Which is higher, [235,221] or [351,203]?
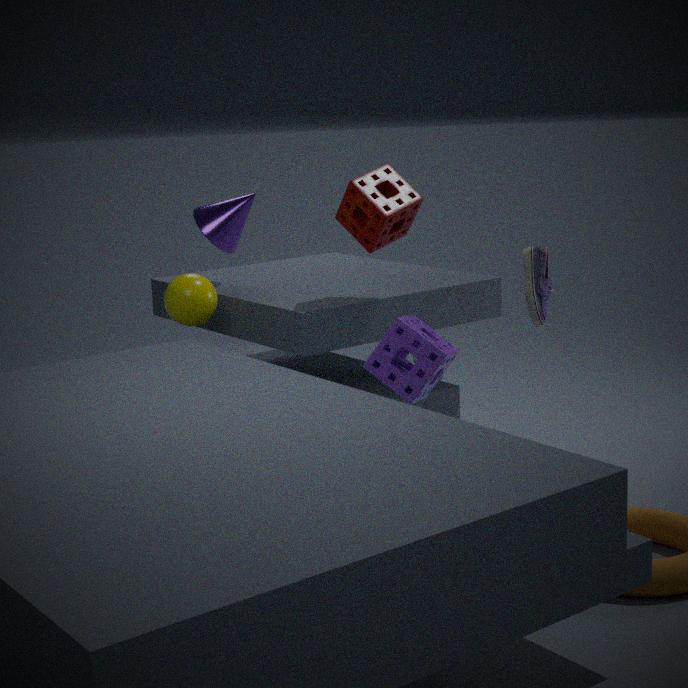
[351,203]
